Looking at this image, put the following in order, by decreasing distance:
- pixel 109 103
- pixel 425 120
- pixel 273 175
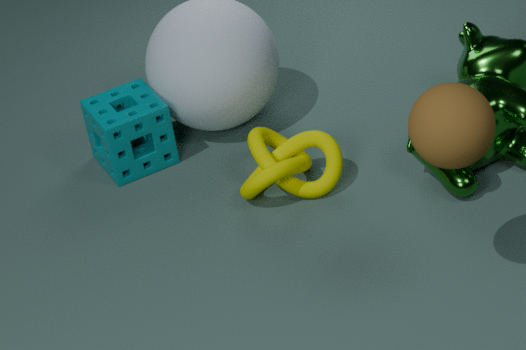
A: 1. pixel 109 103
2. pixel 273 175
3. pixel 425 120
